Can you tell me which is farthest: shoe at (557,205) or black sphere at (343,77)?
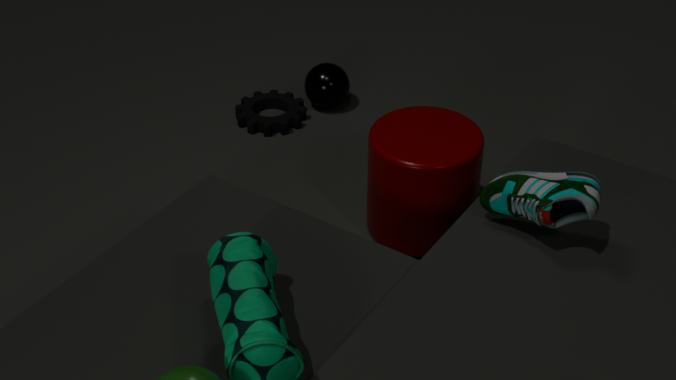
black sphere at (343,77)
